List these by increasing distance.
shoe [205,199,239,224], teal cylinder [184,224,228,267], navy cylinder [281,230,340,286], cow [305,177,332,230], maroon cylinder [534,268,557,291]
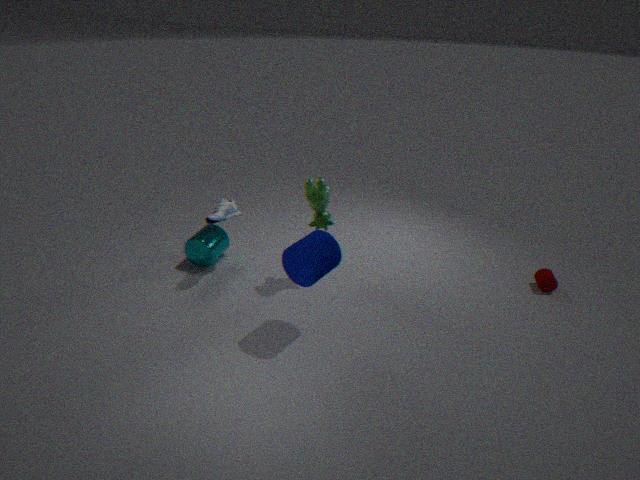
navy cylinder [281,230,340,286] < cow [305,177,332,230] < shoe [205,199,239,224] < maroon cylinder [534,268,557,291] < teal cylinder [184,224,228,267]
